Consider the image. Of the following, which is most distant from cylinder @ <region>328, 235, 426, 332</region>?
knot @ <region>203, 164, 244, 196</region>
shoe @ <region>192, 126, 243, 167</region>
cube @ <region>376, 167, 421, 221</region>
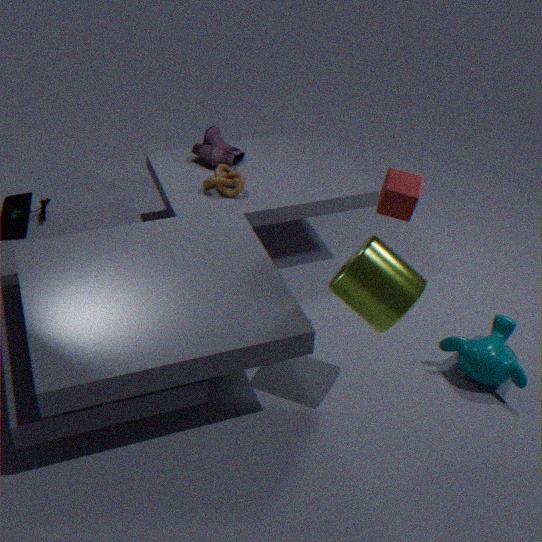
shoe @ <region>192, 126, 243, 167</region>
